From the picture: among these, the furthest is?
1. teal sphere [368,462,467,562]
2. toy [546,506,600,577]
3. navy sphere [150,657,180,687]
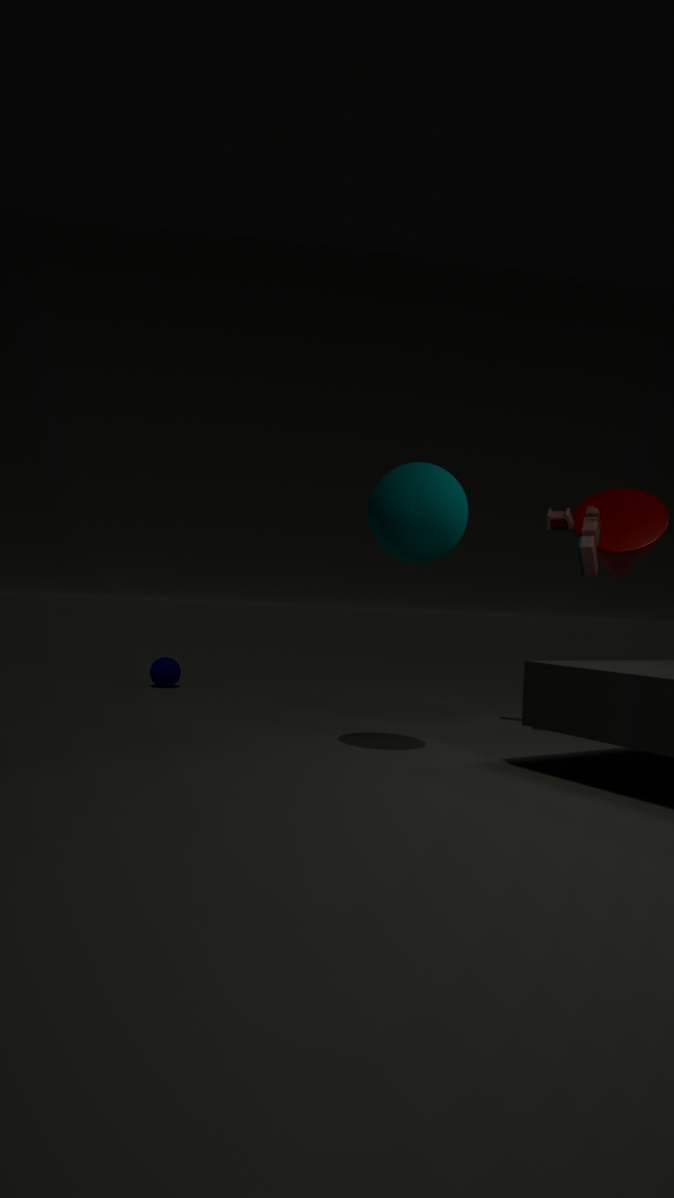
navy sphere [150,657,180,687]
